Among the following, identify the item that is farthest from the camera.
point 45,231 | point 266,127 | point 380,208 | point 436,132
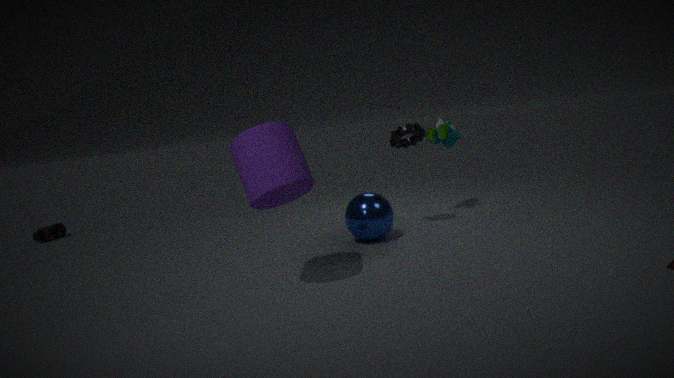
point 45,231
